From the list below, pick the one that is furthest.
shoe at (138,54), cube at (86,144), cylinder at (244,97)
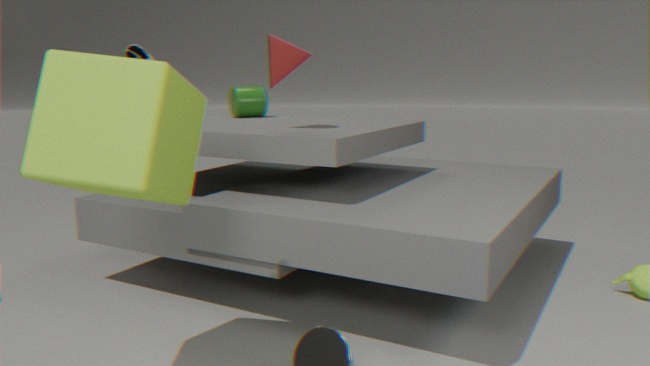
cylinder at (244,97)
